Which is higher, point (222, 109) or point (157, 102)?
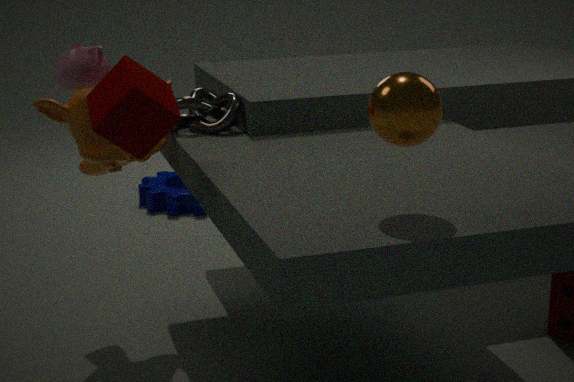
point (157, 102)
